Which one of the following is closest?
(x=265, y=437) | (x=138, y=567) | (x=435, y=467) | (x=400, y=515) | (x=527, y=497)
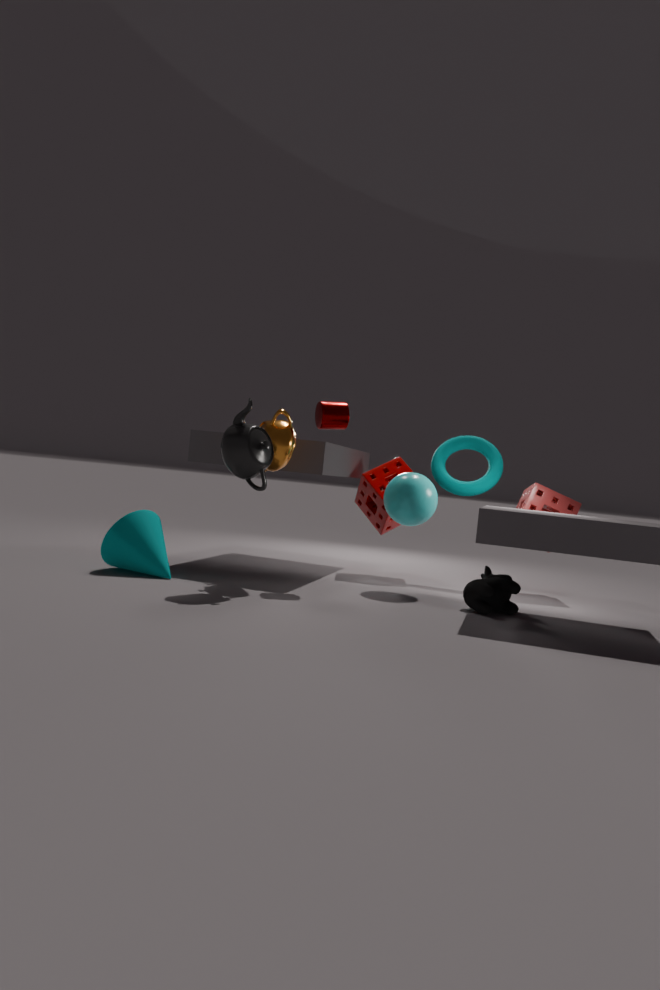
(x=265, y=437)
